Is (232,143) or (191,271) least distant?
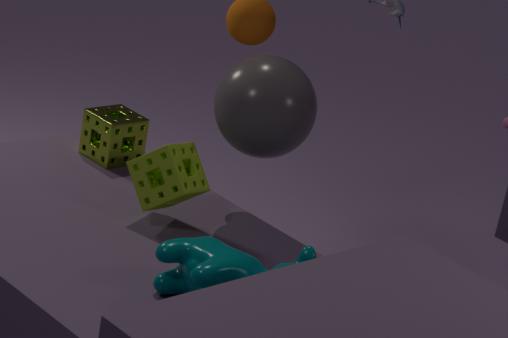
(191,271)
